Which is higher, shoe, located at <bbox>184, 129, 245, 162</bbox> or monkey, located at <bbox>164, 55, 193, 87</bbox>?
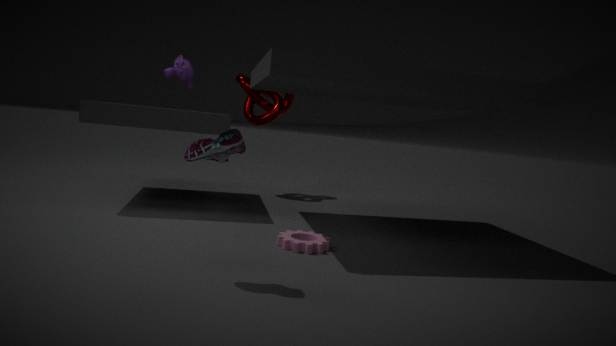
monkey, located at <bbox>164, 55, 193, 87</bbox>
